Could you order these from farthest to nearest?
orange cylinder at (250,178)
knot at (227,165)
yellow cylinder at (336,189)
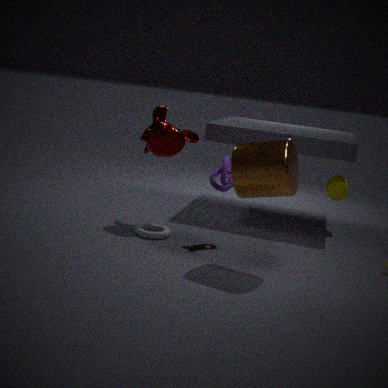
yellow cylinder at (336,189) → knot at (227,165) → orange cylinder at (250,178)
